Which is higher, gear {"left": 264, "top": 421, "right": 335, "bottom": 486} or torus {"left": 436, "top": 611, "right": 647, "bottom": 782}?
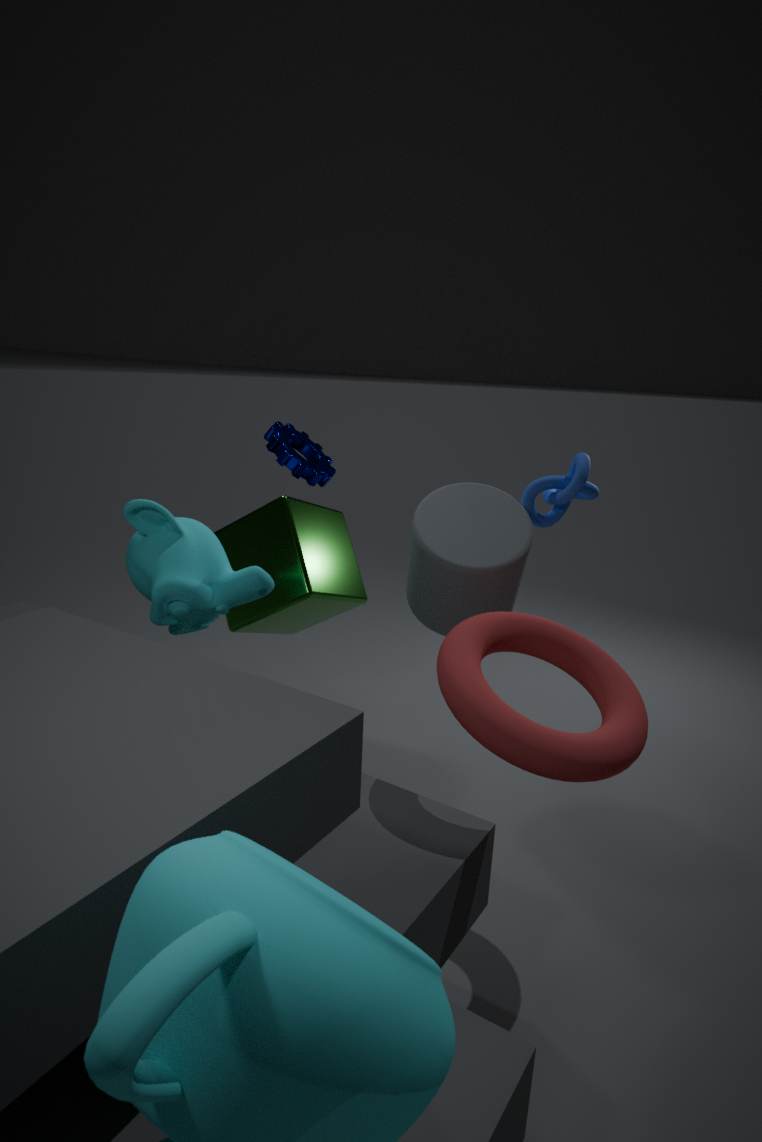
gear {"left": 264, "top": 421, "right": 335, "bottom": 486}
